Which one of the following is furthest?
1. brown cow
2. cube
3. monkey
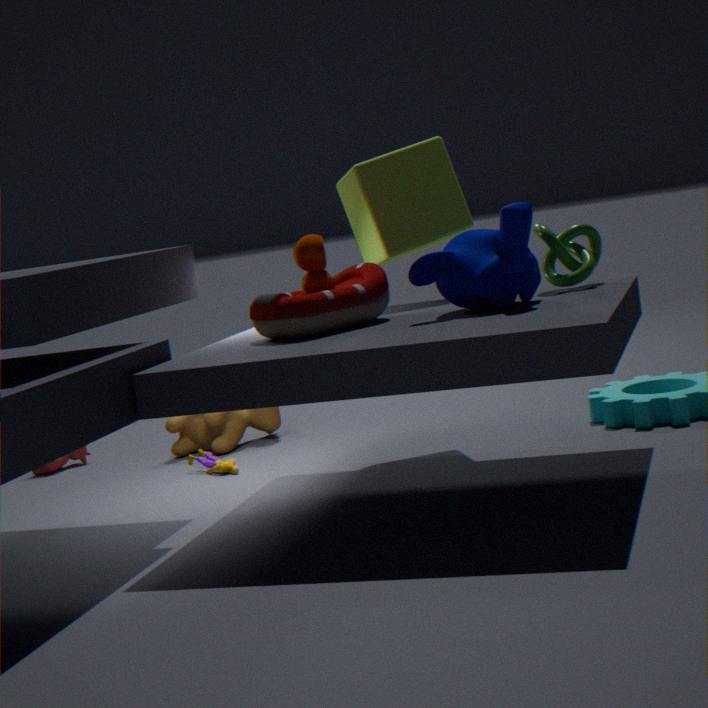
brown cow
